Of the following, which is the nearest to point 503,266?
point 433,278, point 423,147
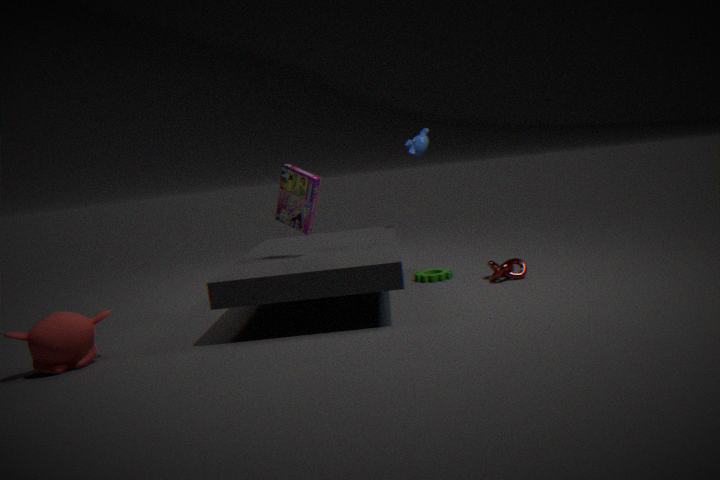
point 433,278
